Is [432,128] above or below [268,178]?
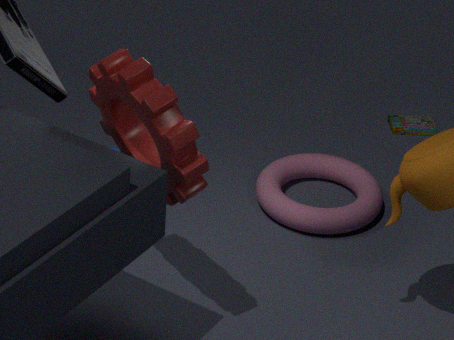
below
